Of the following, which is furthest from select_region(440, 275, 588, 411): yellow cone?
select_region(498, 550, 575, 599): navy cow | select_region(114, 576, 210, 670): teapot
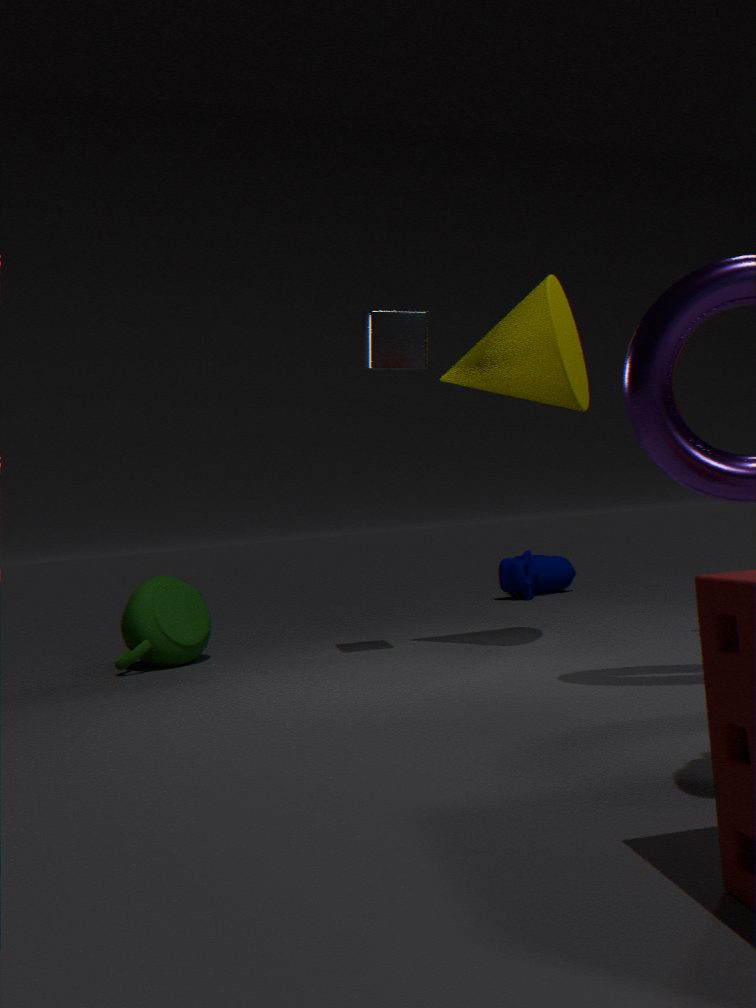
select_region(498, 550, 575, 599): navy cow
